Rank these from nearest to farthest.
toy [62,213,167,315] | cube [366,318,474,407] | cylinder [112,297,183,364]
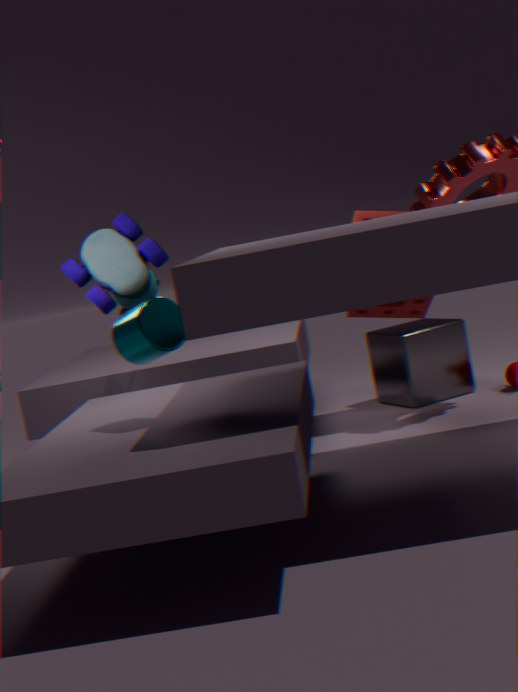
1. cylinder [112,297,183,364]
2. toy [62,213,167,315]
3. cube [366,318,474,407]
